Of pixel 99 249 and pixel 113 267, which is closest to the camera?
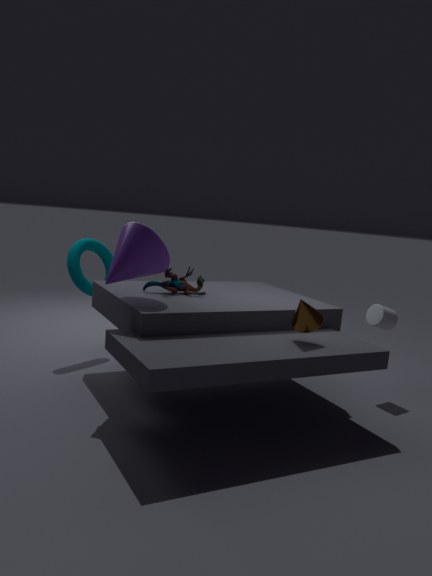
pixel 113 267
